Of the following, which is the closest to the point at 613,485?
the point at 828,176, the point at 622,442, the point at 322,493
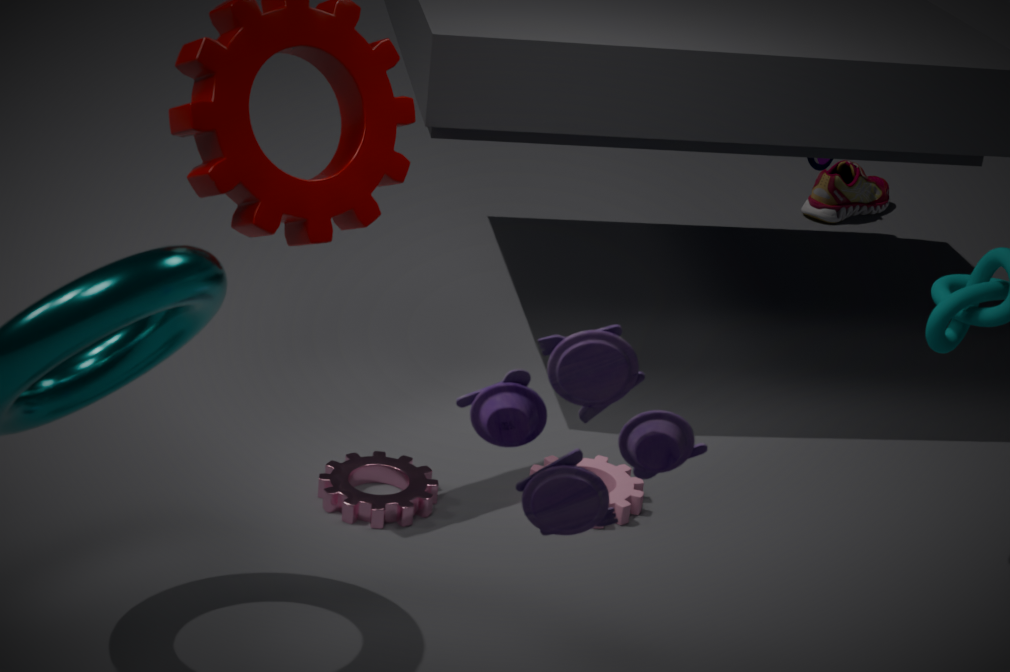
the point at 322,493
